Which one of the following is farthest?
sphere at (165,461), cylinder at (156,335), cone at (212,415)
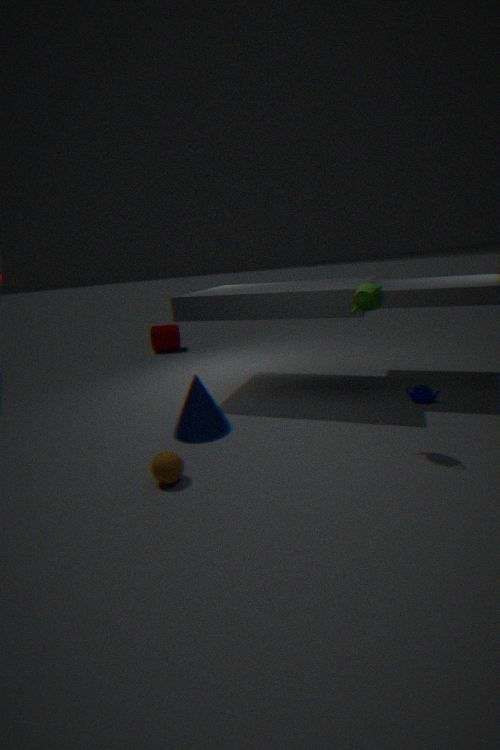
cylinder at (156,335)
